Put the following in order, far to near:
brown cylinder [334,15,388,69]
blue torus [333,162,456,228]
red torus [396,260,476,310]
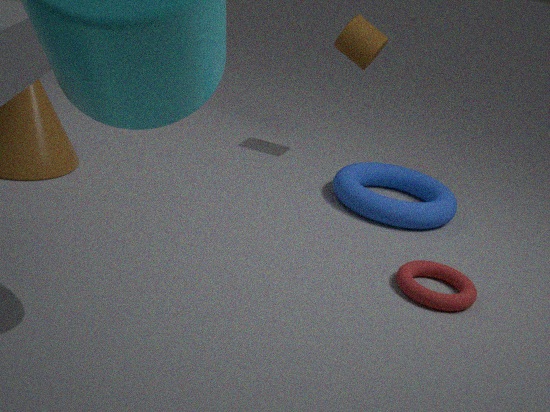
brown cylinder [334,15,388,69] → blue torus [333,162,456,228] → red torus [396,260,476,310]
